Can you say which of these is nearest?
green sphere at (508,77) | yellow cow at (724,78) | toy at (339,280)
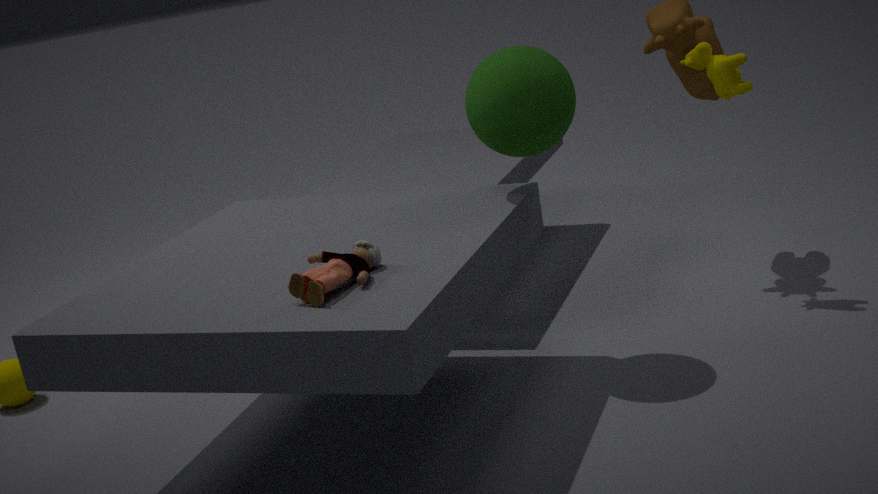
toy at (339,280)
